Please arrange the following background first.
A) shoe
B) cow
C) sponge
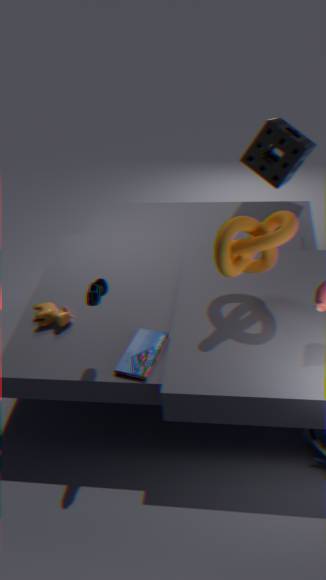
sponge < cow < shoe
